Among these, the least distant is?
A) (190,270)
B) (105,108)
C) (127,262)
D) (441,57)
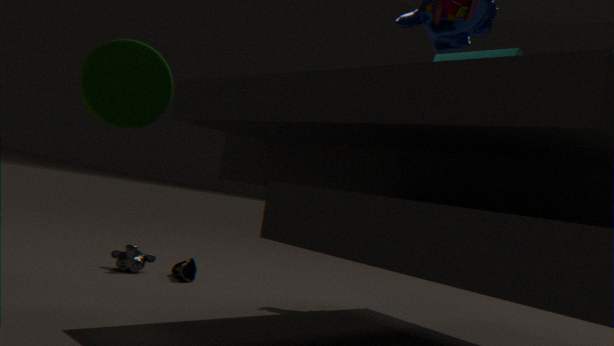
(105,108)
